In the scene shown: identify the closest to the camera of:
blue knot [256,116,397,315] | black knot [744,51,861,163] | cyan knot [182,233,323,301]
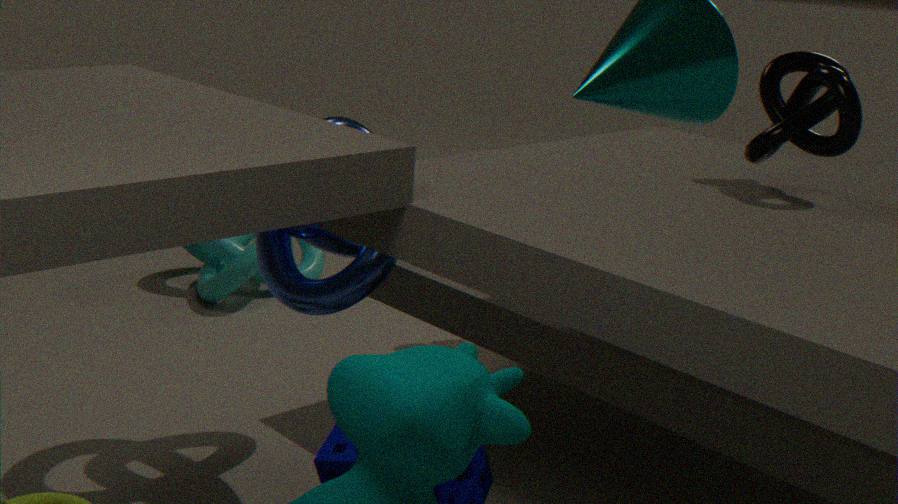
black knot [744,51,861,163]
